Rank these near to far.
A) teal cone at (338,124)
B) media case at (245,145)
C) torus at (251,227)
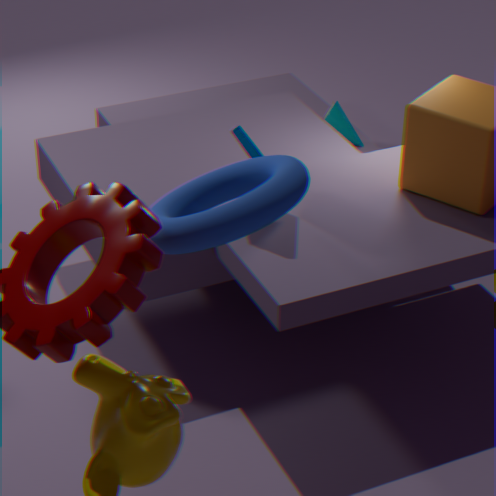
torus at (251,227)
media case at (245,145)
teal cone at (338,124)
